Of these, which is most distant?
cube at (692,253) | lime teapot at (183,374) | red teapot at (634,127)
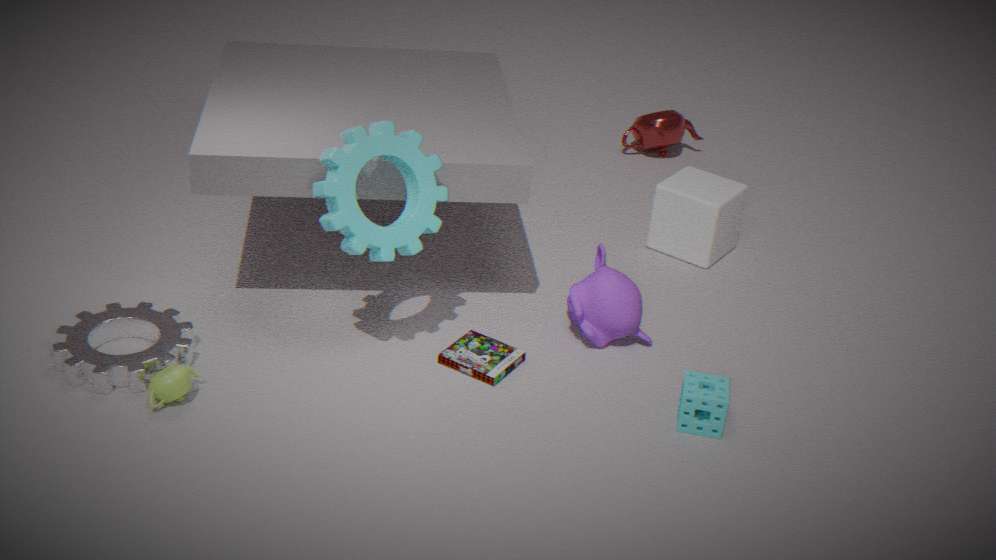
red teapot at (634,127)
